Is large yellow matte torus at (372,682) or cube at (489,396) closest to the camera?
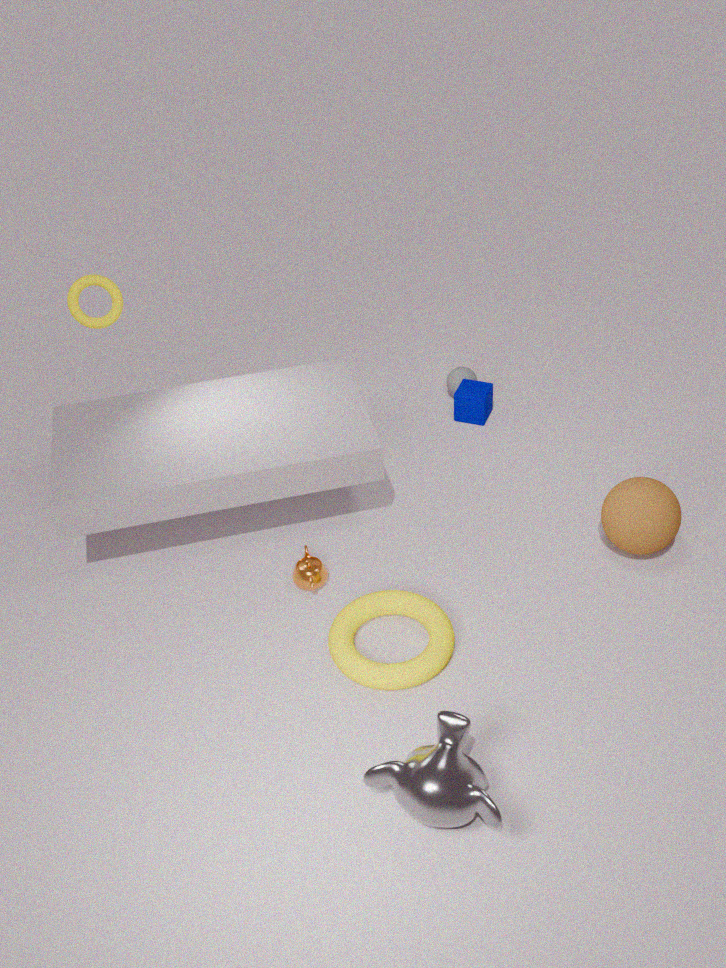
large yellow matte torus at (372,682)
